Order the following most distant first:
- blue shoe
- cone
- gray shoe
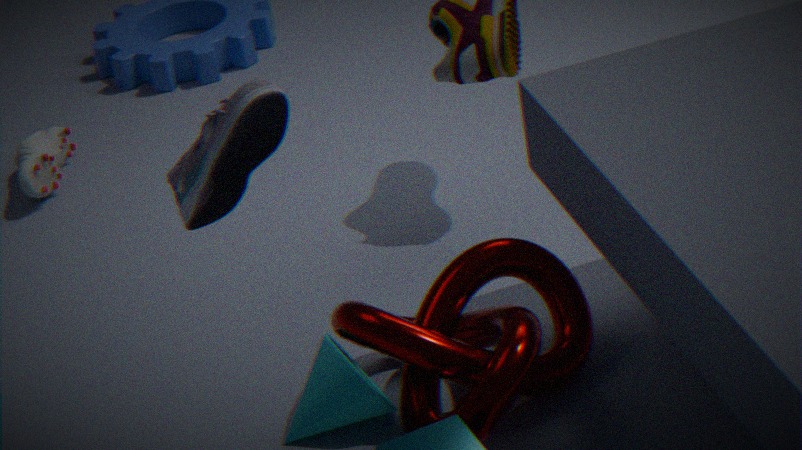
gray shoe → cone → blue shoe
